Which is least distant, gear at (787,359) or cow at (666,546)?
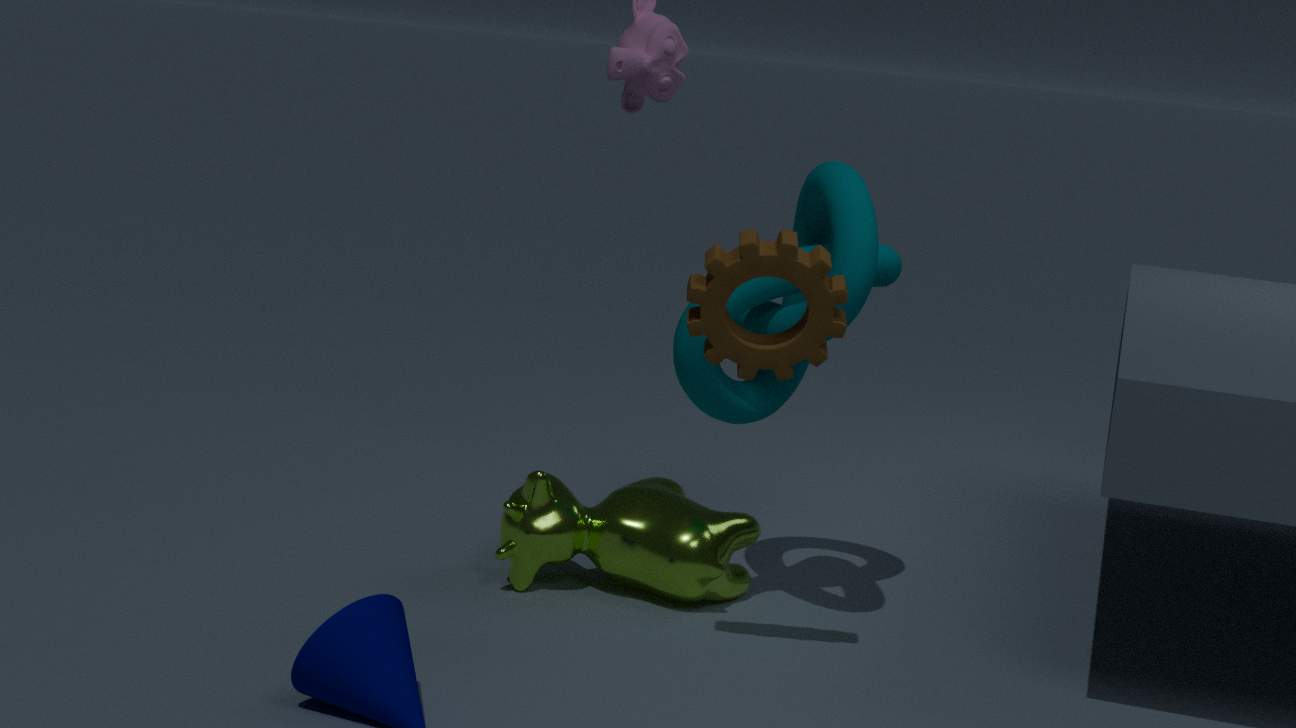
gear at (787,359)
